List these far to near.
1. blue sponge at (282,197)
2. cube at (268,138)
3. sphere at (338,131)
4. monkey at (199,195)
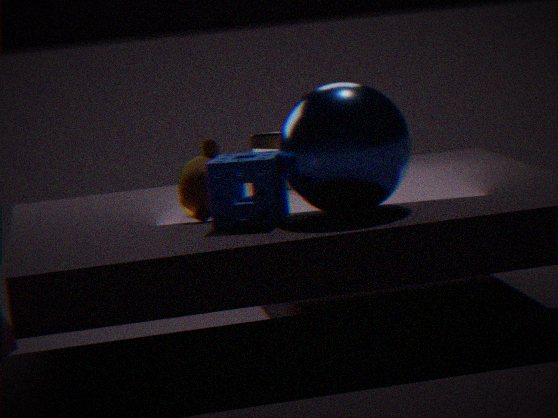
1. cube at (268,138)
2. monkey at (199,195)
3. blue sponge at (282,197)
4. sphere at (338,131)
